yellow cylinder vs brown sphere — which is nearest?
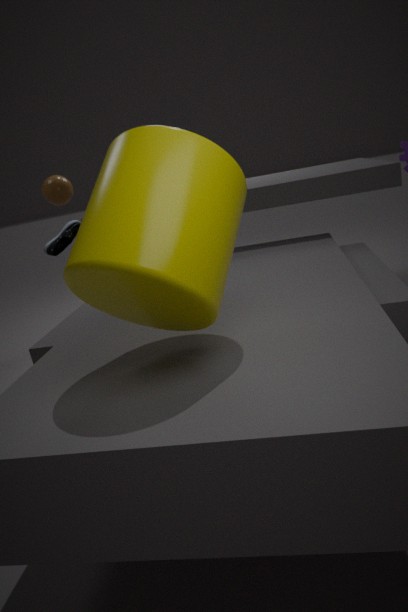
yellow cylinder
